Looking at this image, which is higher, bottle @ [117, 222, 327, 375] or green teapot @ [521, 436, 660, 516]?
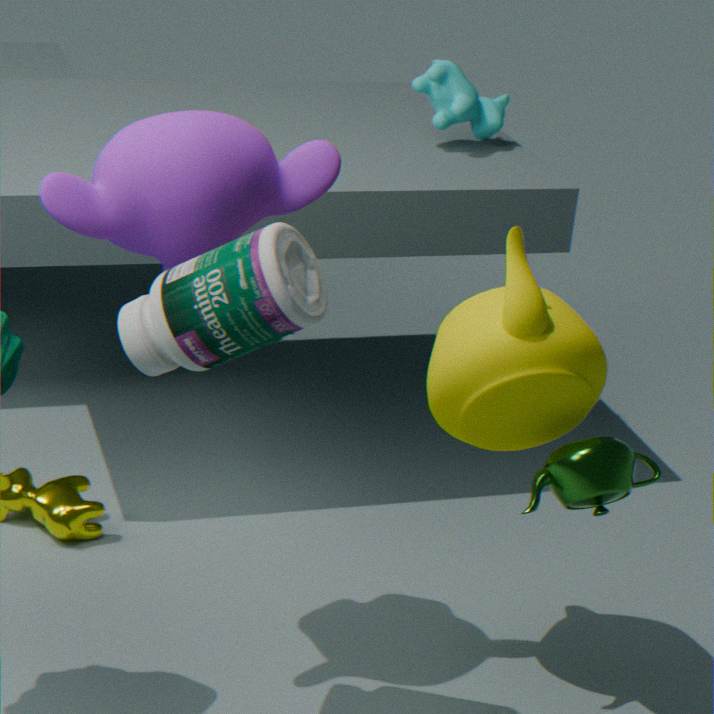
bottle @ [117, 222, 327, 375]
